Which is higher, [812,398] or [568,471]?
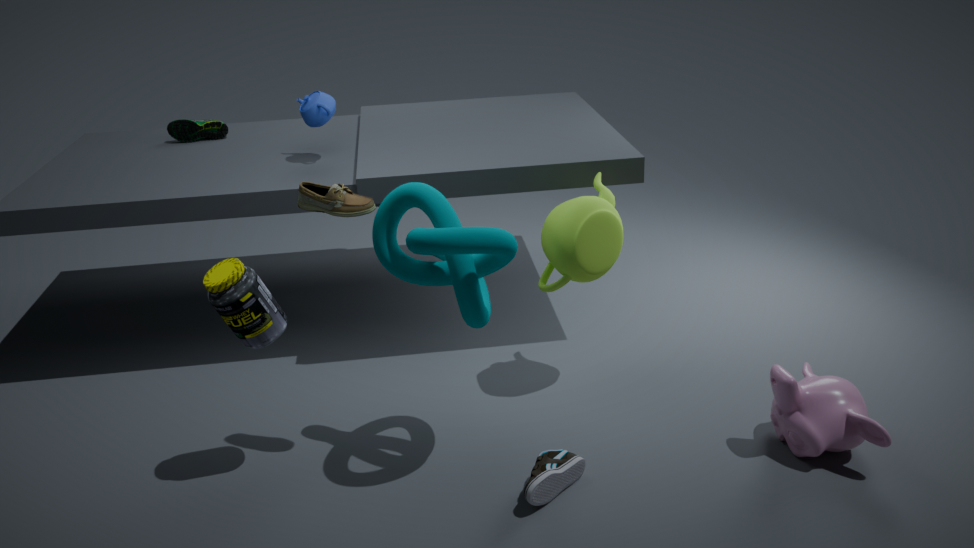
[812,398]
